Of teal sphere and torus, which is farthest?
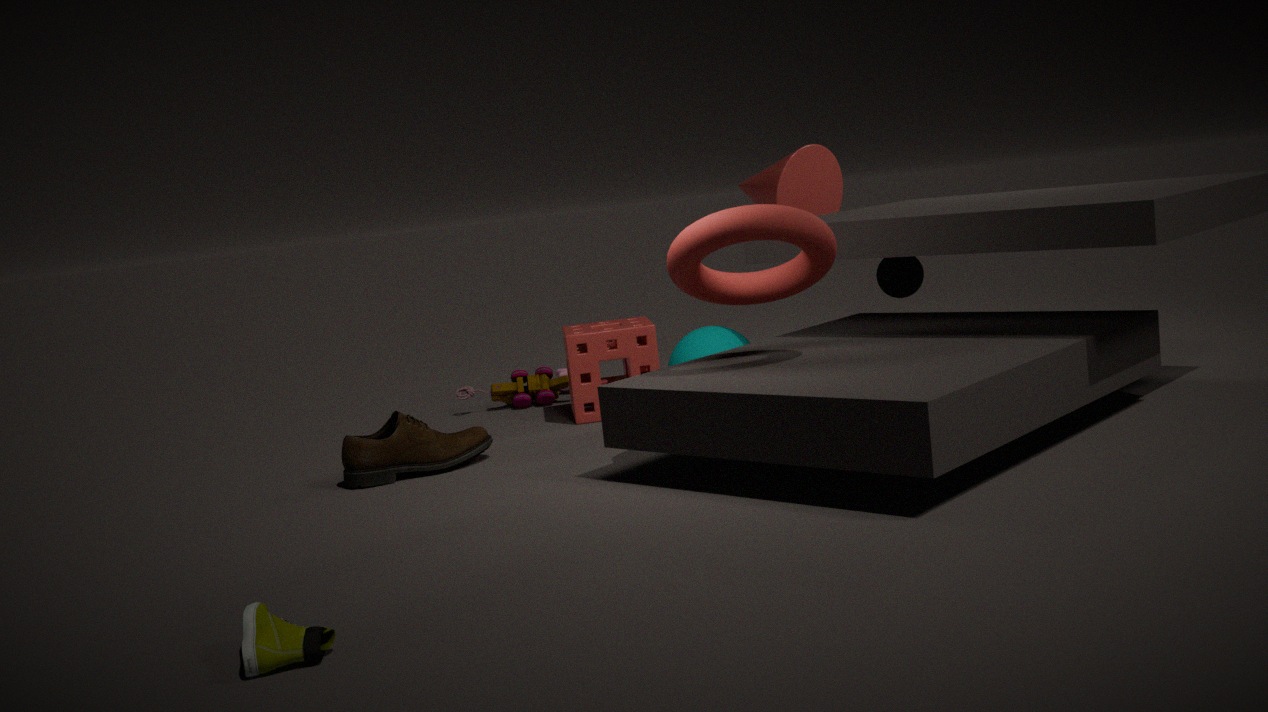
teal sphere
